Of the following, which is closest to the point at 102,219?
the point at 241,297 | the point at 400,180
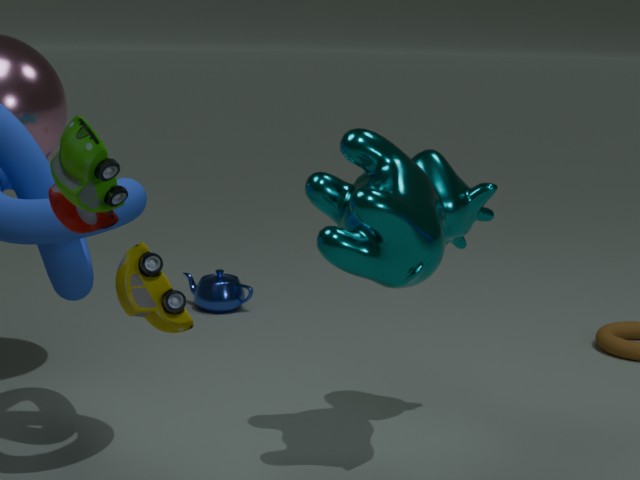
the point at 400,180
